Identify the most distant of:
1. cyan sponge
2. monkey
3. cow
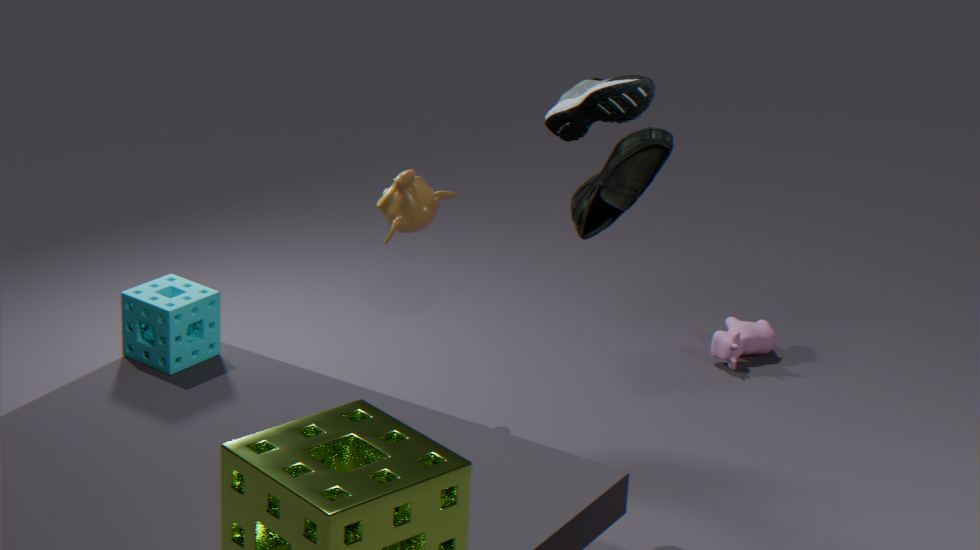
cow
